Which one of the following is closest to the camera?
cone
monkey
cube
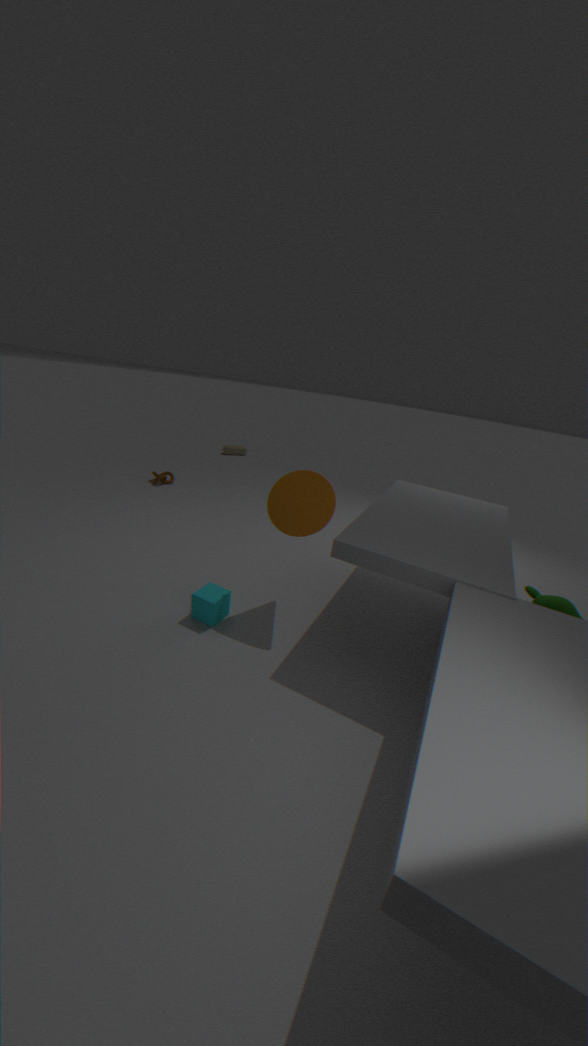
cone
